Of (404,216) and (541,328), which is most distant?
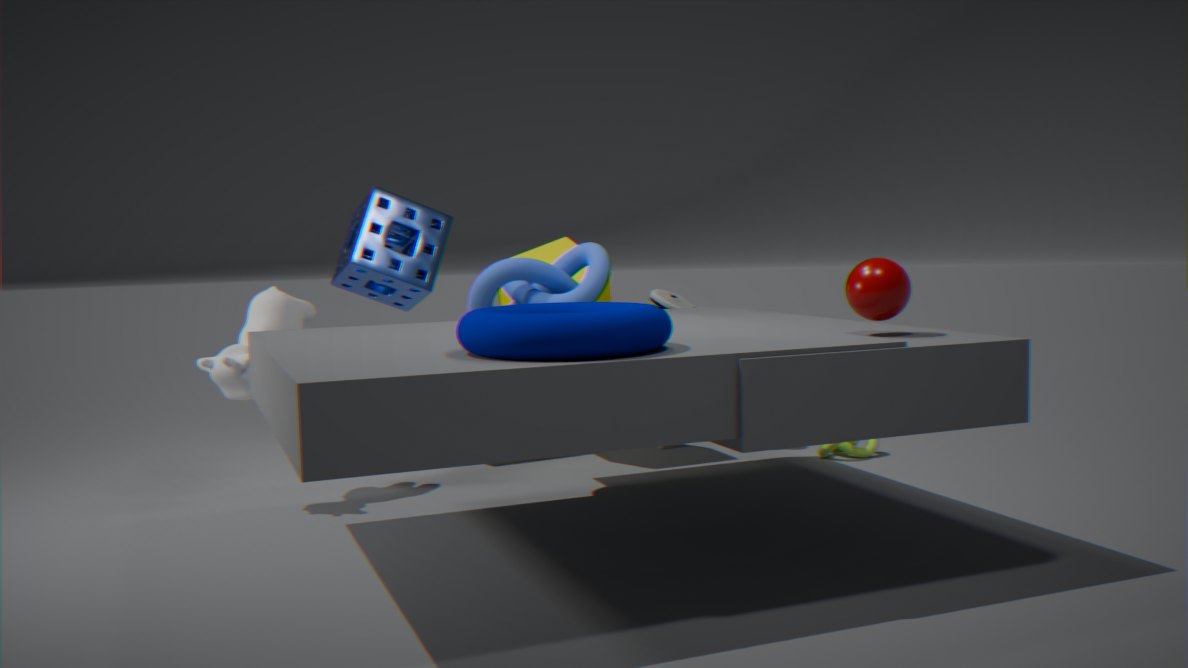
(404,216)
